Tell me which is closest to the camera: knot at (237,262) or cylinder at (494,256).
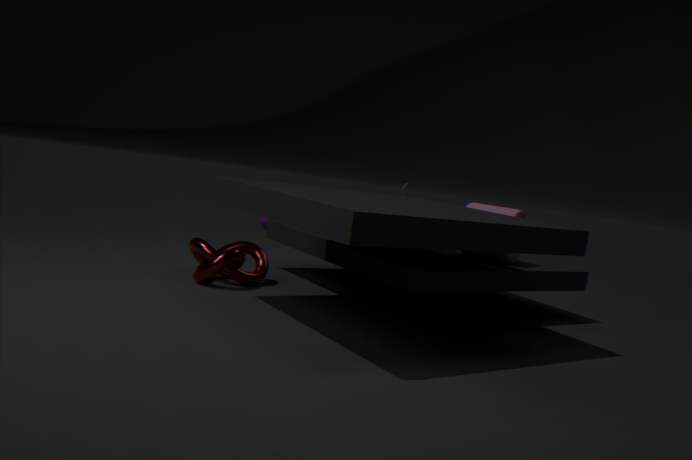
knot at (237,262)
